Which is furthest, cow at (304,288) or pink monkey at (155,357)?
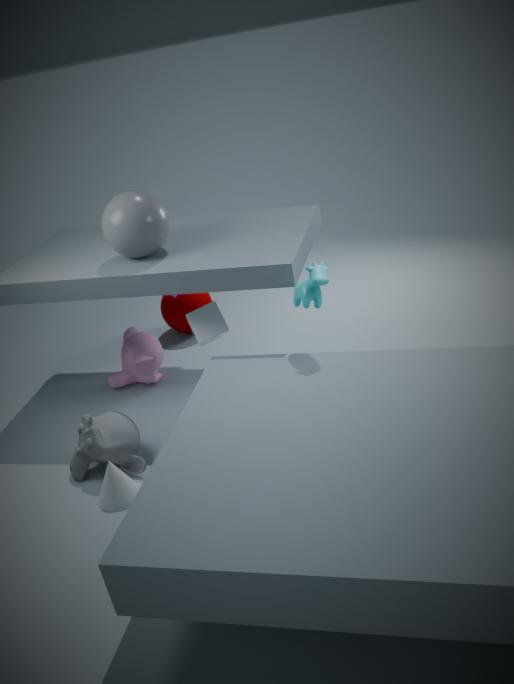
pink monkey at (155,357)
